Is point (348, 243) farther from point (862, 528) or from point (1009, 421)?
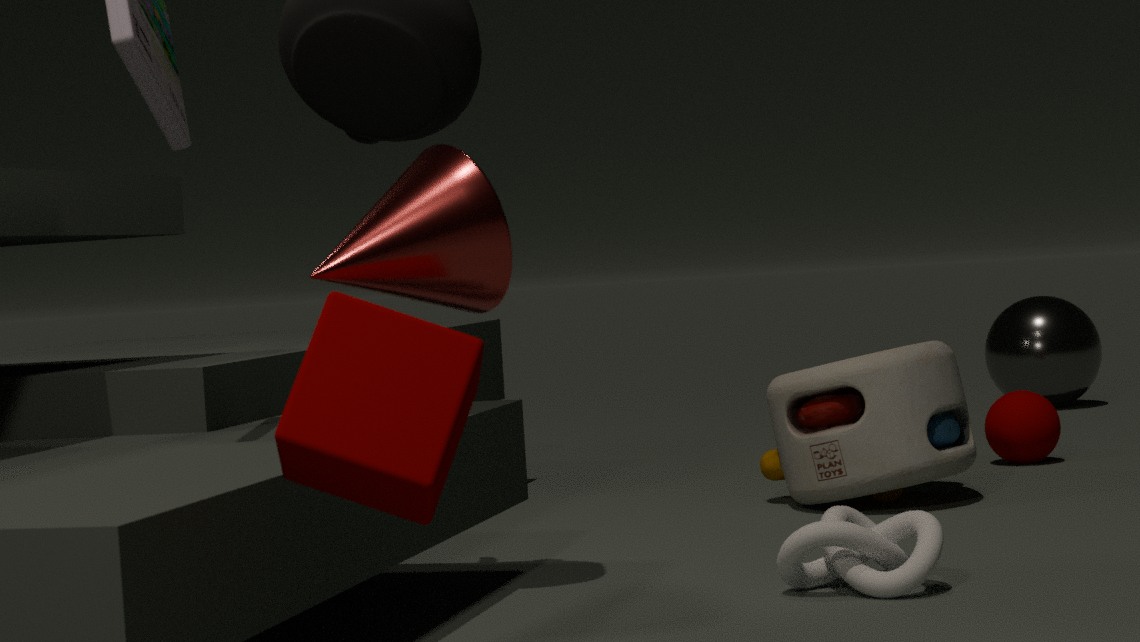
point (1009, 421)
